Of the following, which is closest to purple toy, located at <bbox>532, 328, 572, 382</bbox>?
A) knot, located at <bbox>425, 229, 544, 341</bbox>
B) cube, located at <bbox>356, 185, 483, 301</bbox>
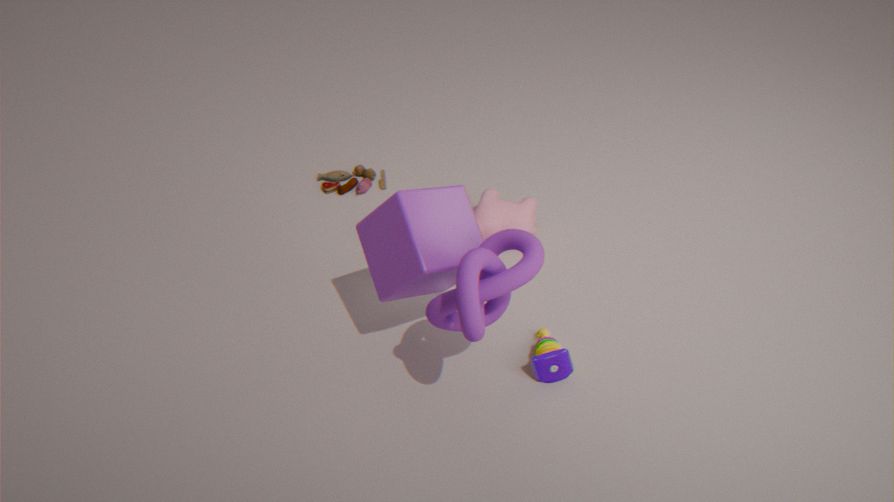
knot, located at <bbox>425, 229, 544, 341</bbox>
